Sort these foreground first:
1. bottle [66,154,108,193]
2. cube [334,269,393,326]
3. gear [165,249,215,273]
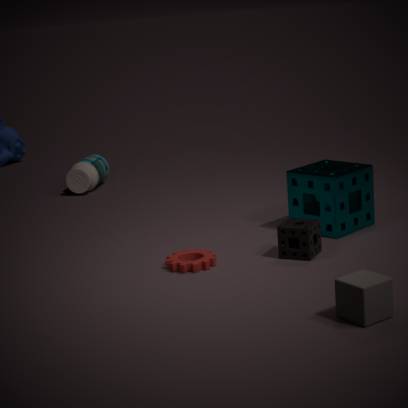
cube [334,269,393,326] → gear [165,249,215,273] → bottle [66,154,108,193]
